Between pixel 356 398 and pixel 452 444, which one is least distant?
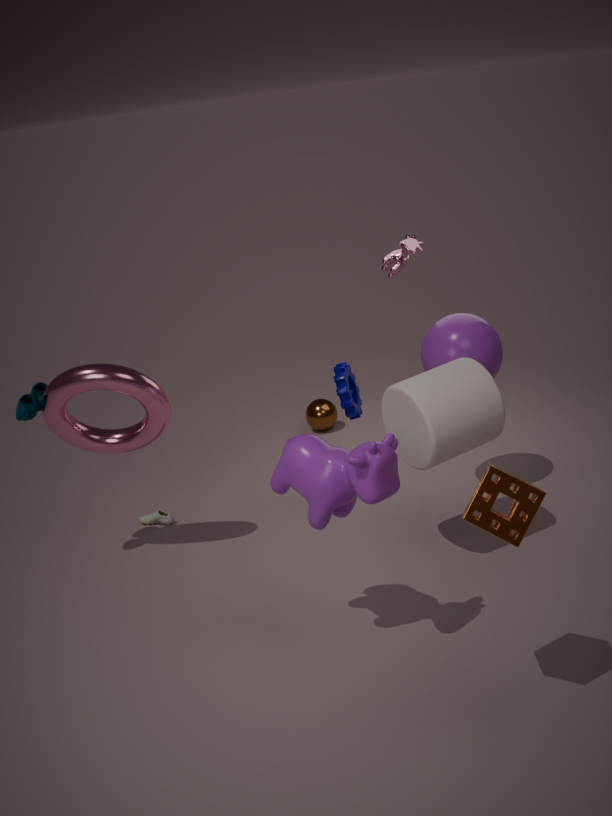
pixel 452 444
